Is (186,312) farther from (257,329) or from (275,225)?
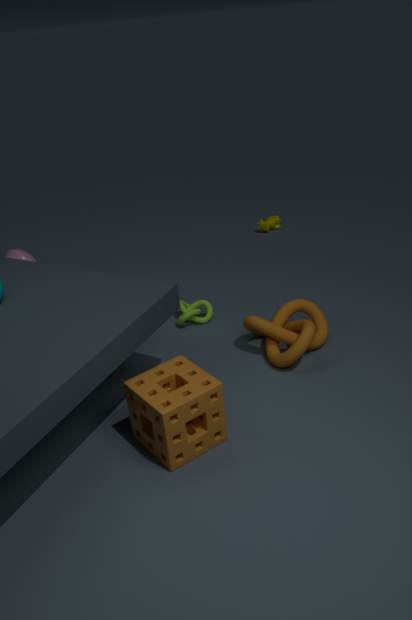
(275,225)
